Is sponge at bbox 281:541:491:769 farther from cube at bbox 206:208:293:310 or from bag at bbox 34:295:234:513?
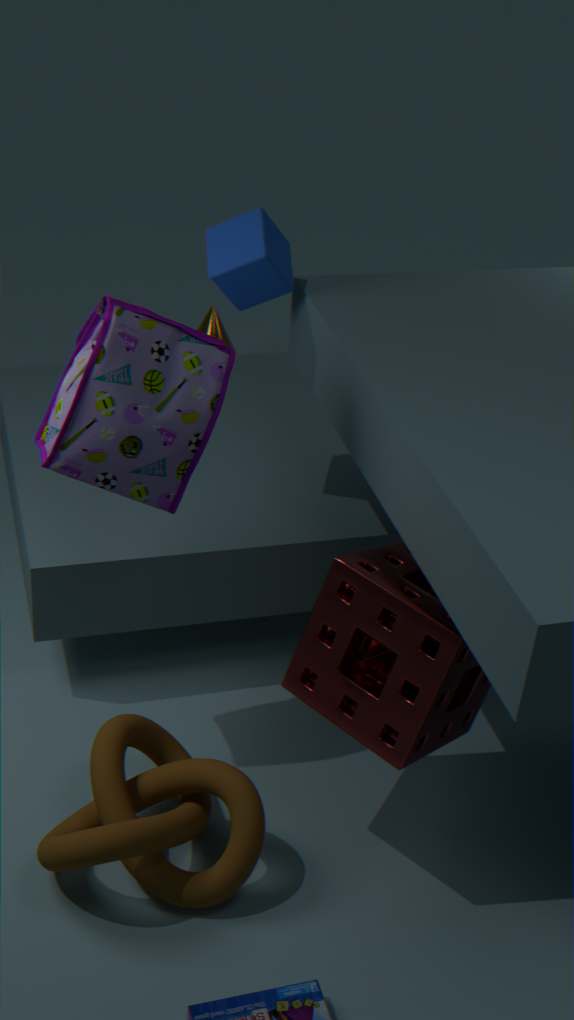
cube at bbox 206:208:293:310
